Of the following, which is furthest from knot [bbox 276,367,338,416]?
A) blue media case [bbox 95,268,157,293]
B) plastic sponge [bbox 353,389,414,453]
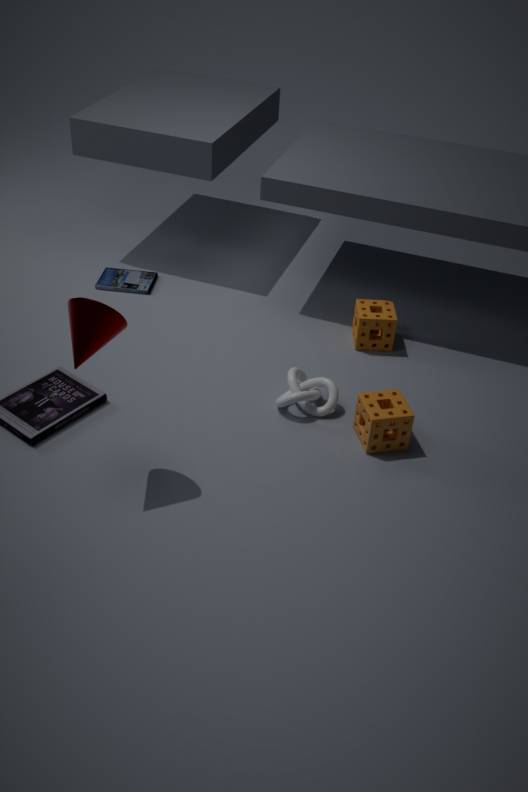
blue media case [bbox 95,268,157,293]
